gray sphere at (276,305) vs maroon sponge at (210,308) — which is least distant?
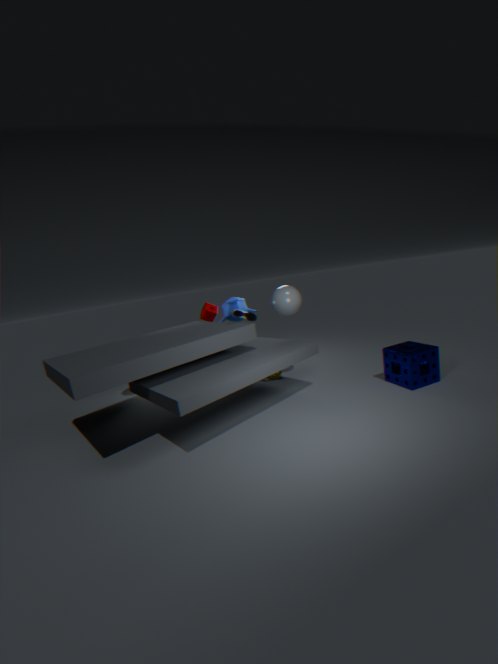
gray sphere at (276,305)
